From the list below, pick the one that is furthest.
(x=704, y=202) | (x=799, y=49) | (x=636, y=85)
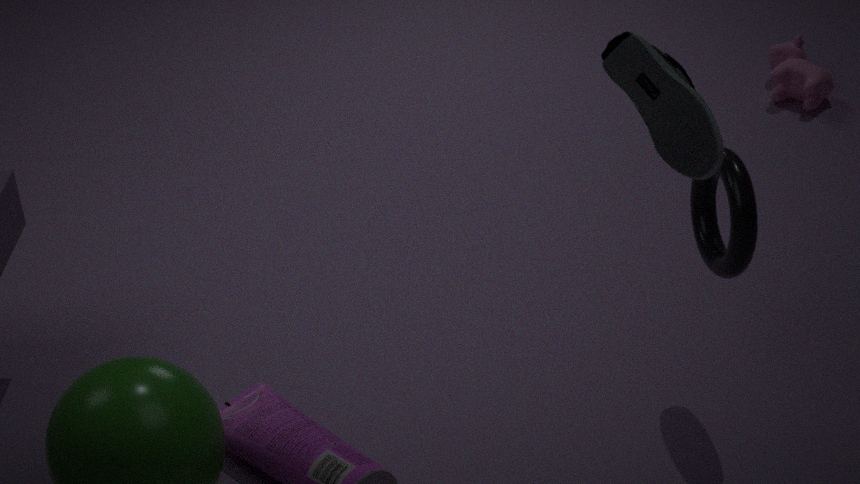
(x=799, y=49)
